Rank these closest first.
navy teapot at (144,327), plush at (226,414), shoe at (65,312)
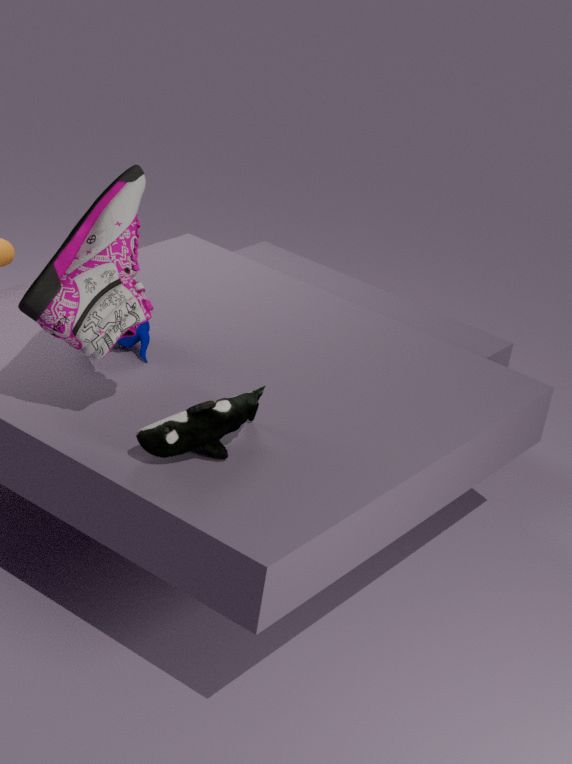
1. plush at (226,414)
2. shoe at (65,312)
3. navy teapot at (144,327)
